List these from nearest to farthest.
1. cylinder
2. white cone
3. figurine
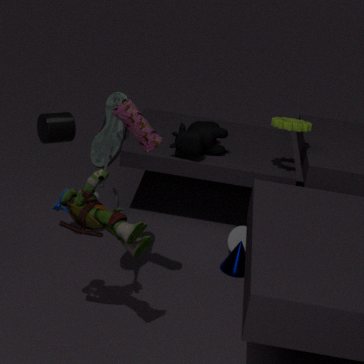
figurine, cylinder, white cone
